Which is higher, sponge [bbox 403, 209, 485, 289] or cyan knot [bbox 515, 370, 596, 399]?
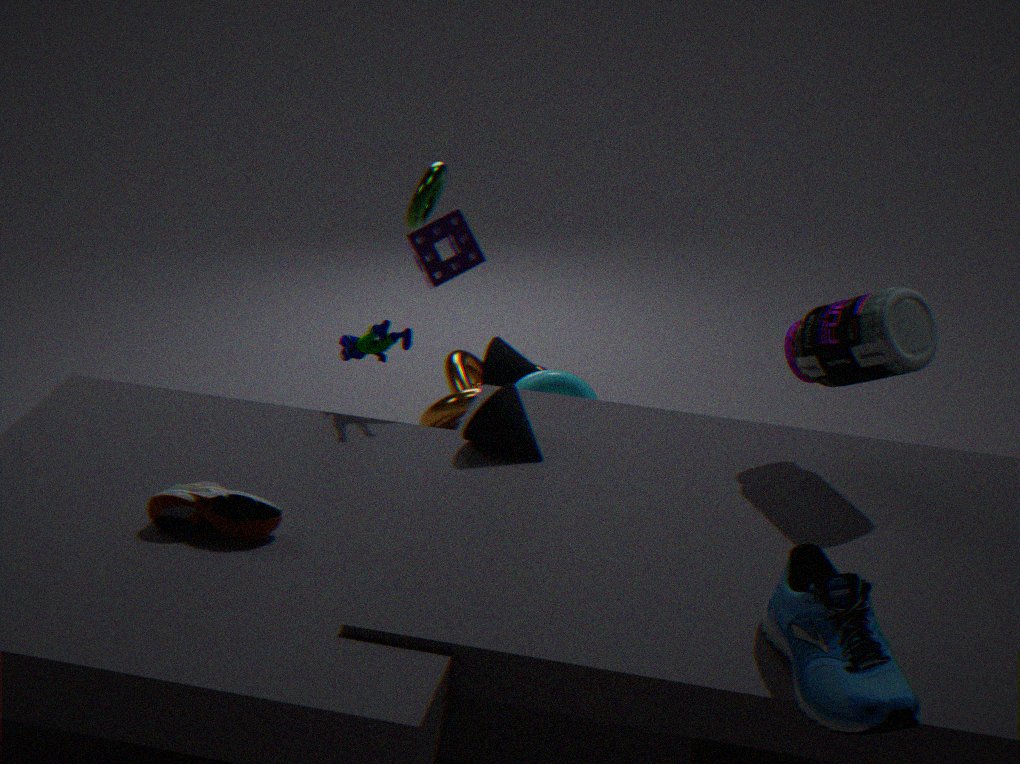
sponge [bbox 403, 209, 485, 289]
